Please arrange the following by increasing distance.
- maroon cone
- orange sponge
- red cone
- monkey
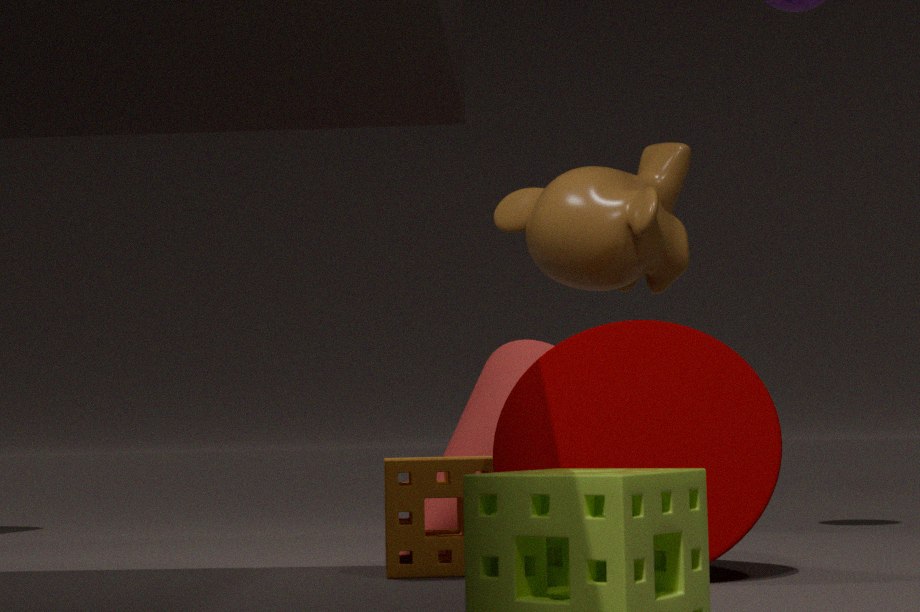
maroon cone → orange sponge → red cone → monkey
